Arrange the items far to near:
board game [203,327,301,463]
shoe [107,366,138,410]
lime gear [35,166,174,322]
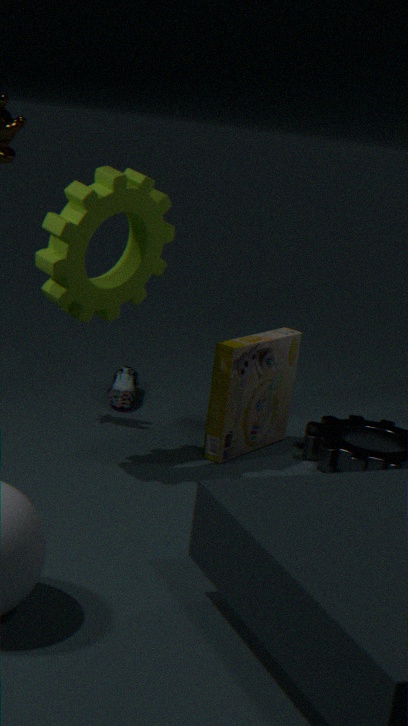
shoe [107,366,138,410] → board game [203,327,301,463] → lime gear [35,166,174,322]
